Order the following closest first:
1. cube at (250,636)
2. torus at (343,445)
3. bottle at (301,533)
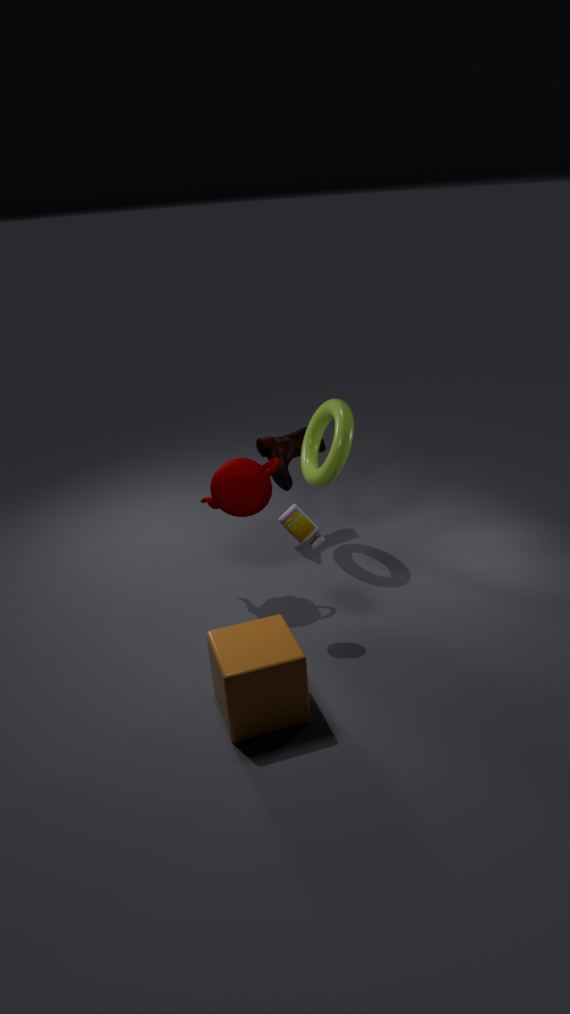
cube at (250,636) → bottle at (301,533) → torus at (343,445)
